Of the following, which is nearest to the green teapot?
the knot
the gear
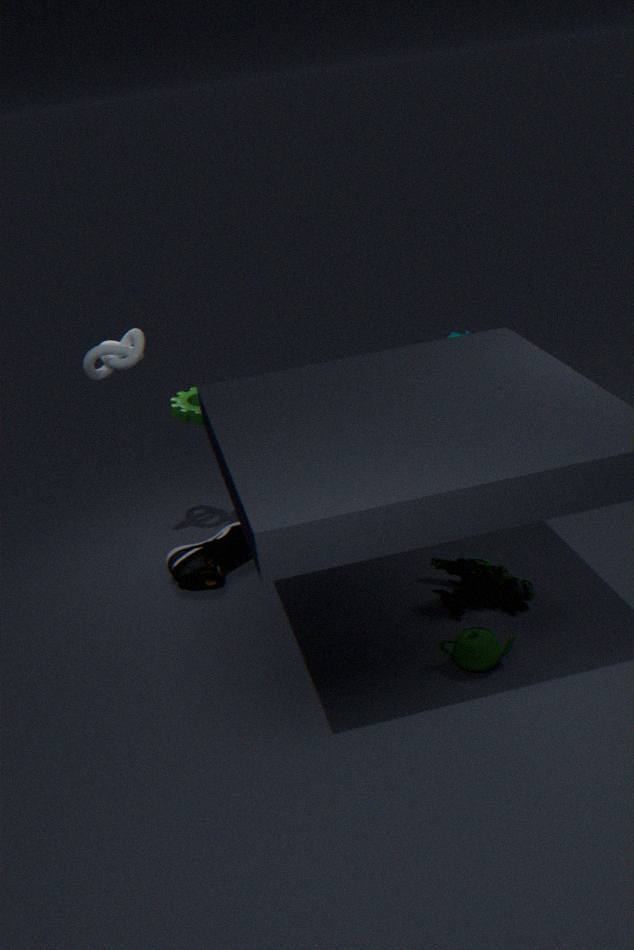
the gear
